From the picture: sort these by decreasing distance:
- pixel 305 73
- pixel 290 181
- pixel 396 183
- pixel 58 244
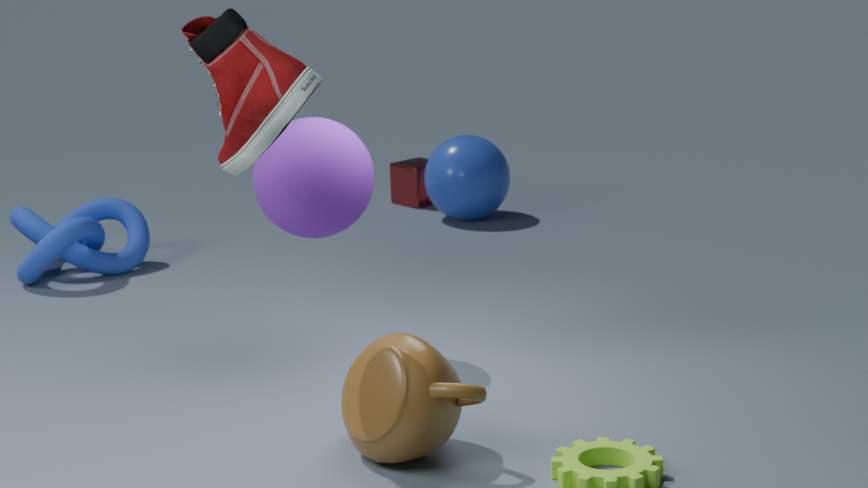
pixel 396 183 < pixel 58 244 < pixel 290 181 < pixel 305 73
